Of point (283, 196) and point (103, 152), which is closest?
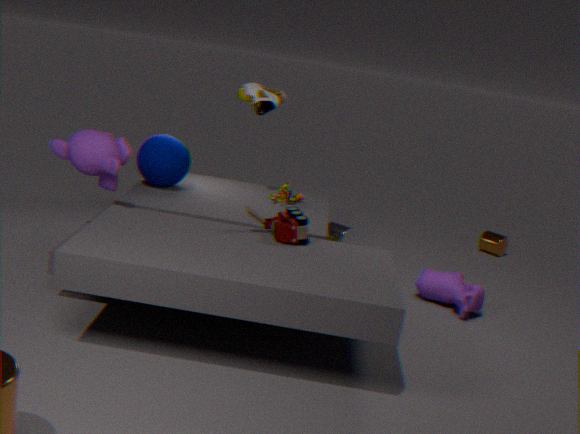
point (103, 152)
